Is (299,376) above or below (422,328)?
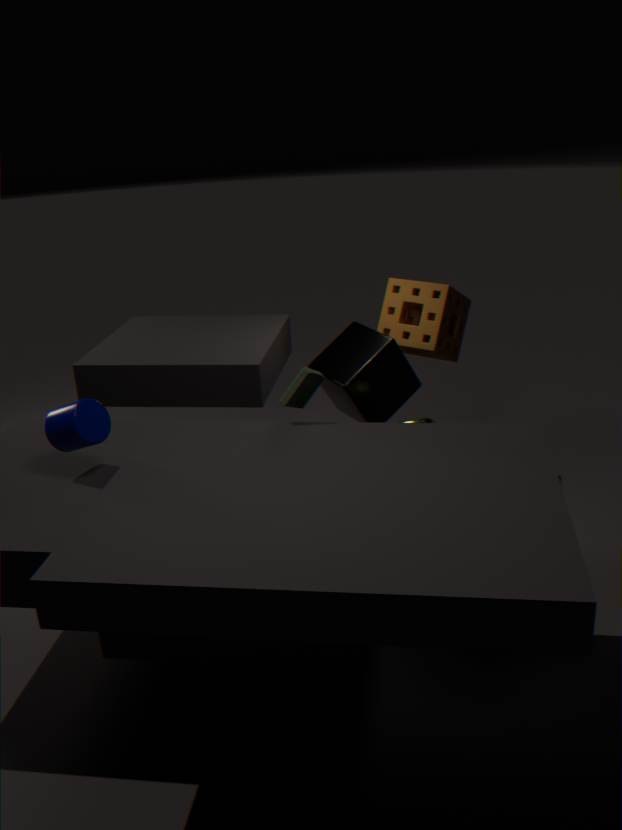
above
